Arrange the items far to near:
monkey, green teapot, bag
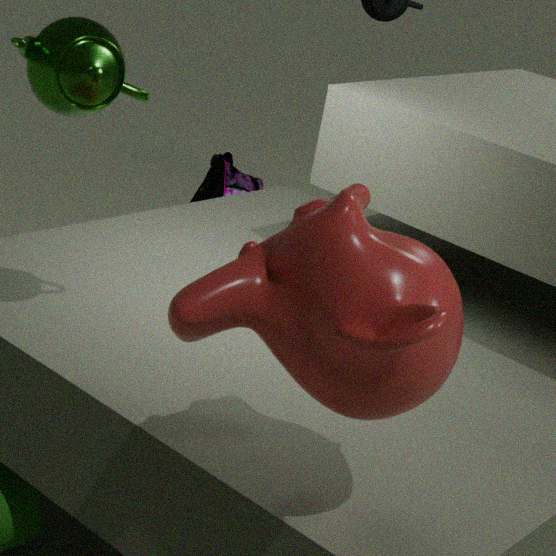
1. bag
2. green teapot
3. monkey
